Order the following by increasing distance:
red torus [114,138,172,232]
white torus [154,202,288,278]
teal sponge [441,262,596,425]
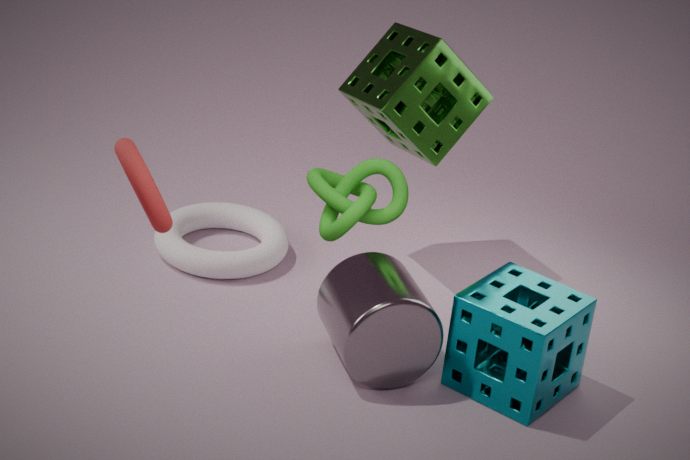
red torus [114,138,172,232], teal sponge [441,262,596,425], white torus [154,202,288,278]
